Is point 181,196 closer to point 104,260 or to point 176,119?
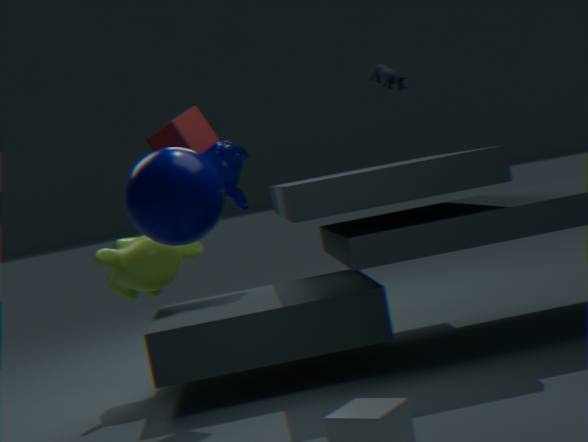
point 176,119
